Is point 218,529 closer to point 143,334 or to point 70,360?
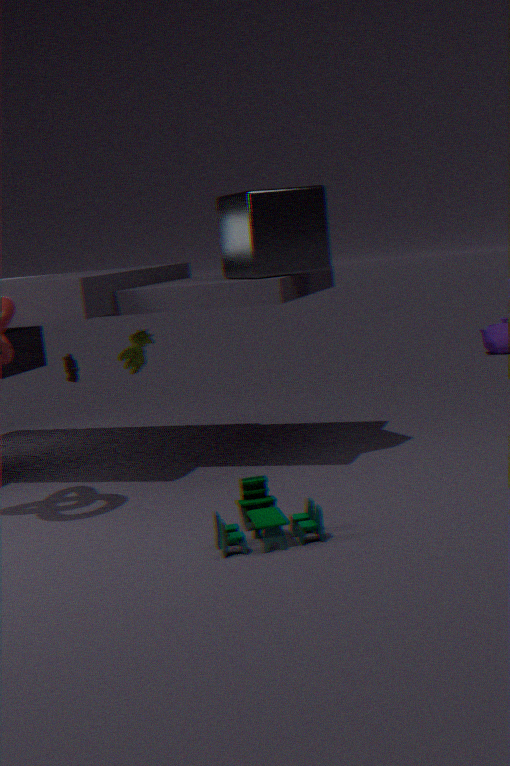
point 70,360
